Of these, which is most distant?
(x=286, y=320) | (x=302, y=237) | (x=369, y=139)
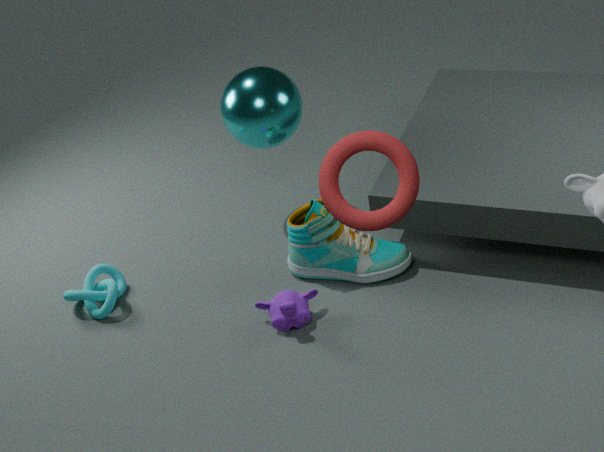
(x=302, y=237)
